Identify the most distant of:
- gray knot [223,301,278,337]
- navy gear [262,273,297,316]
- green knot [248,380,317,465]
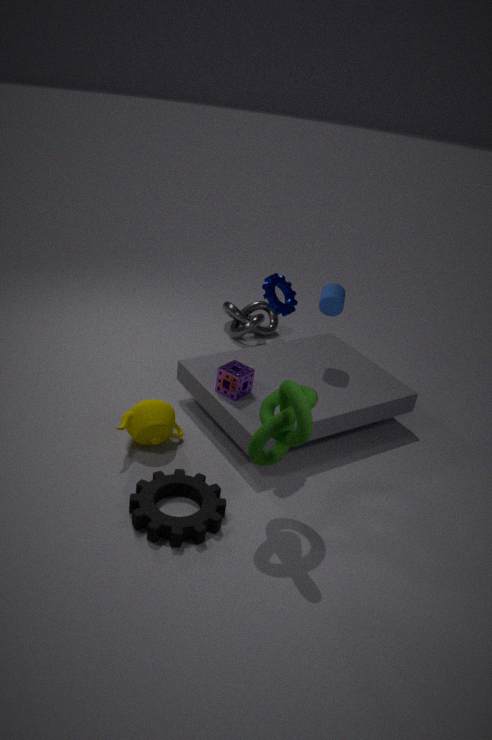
gray knot [223,301,278,337]
